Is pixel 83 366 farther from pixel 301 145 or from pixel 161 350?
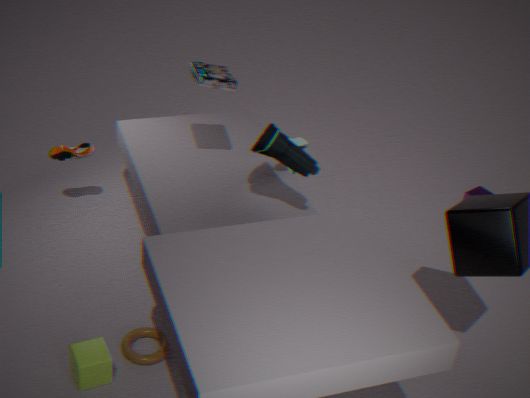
pixel 301 145
